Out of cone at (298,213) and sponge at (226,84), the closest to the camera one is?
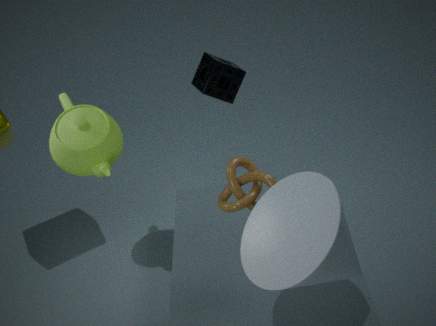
cone at (298,213)
